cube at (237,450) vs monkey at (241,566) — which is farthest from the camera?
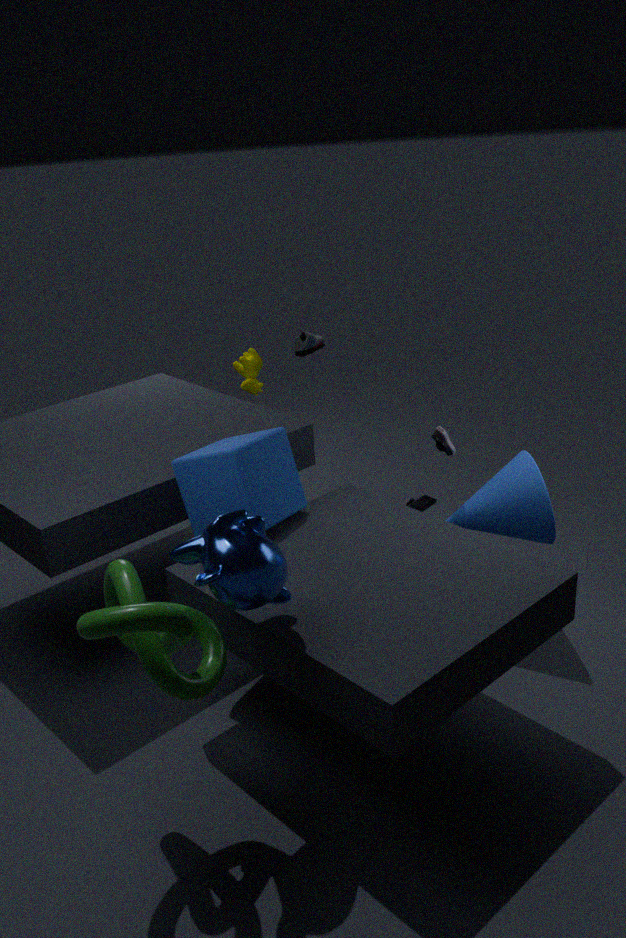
cube at (237,450)
